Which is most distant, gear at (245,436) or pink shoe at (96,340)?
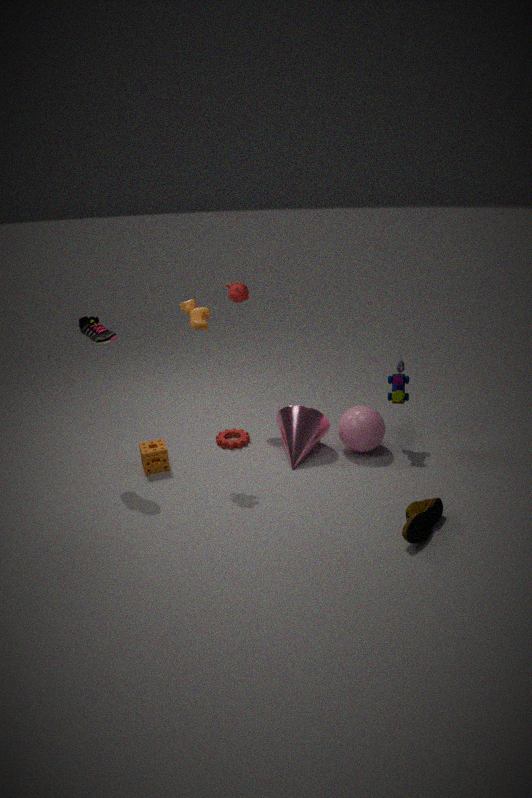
gear at (245,436)
